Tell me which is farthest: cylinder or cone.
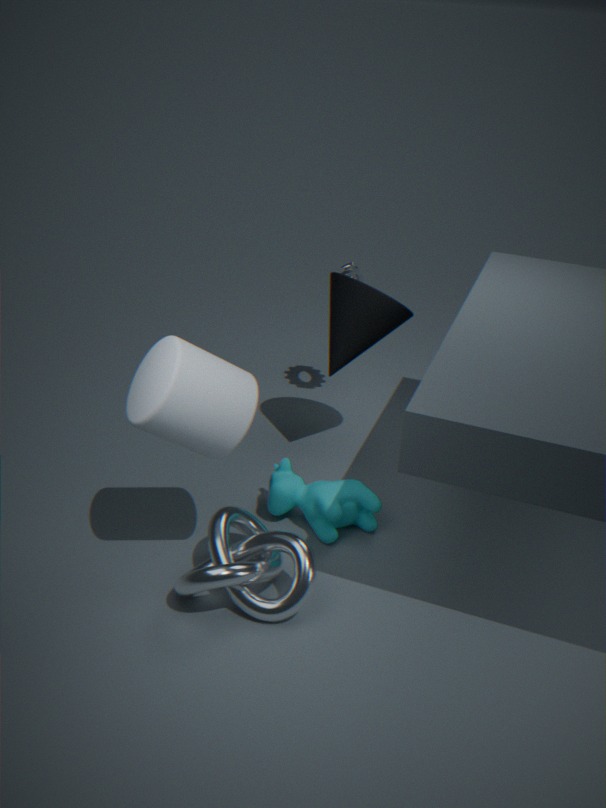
cone
